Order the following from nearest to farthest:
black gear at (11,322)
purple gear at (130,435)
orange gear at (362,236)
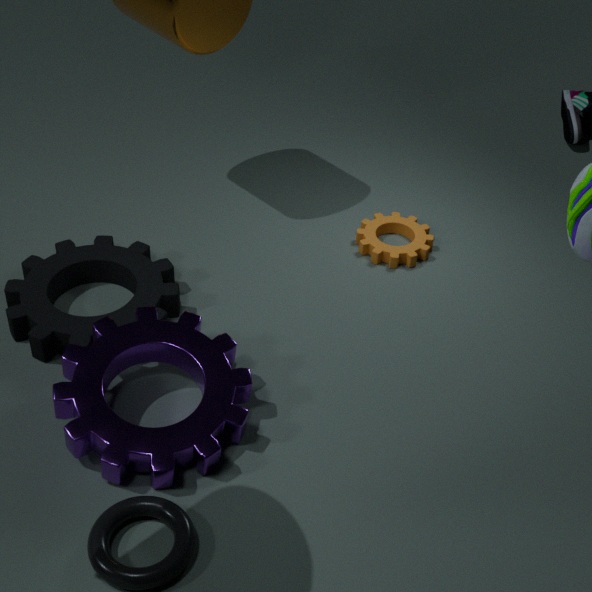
purple gear at (130,435)
black gear at (11,322)
orange gear at (362,236)
